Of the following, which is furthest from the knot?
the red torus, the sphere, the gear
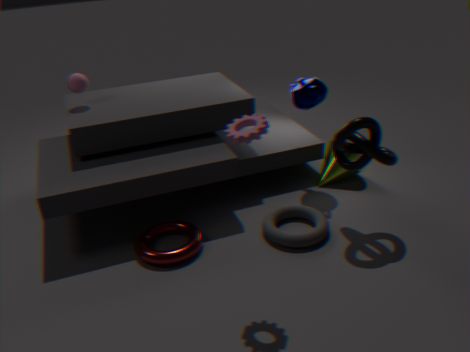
the sphere
